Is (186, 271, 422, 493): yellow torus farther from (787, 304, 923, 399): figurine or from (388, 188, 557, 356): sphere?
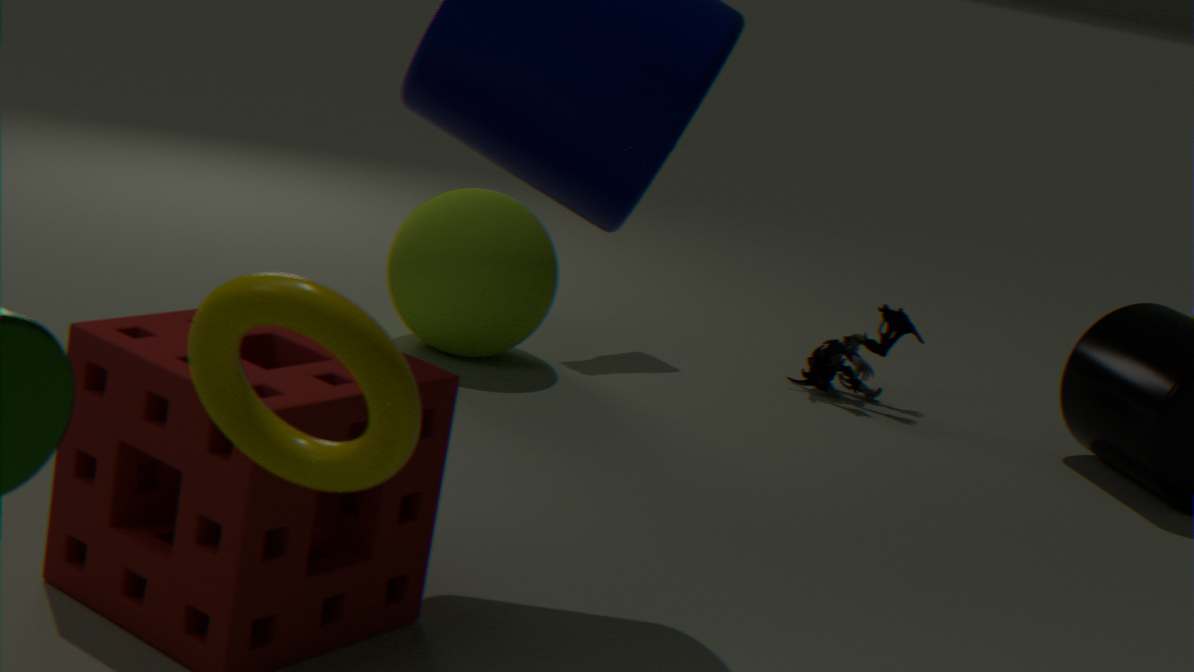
(787, 304, 923, 399): figurine
